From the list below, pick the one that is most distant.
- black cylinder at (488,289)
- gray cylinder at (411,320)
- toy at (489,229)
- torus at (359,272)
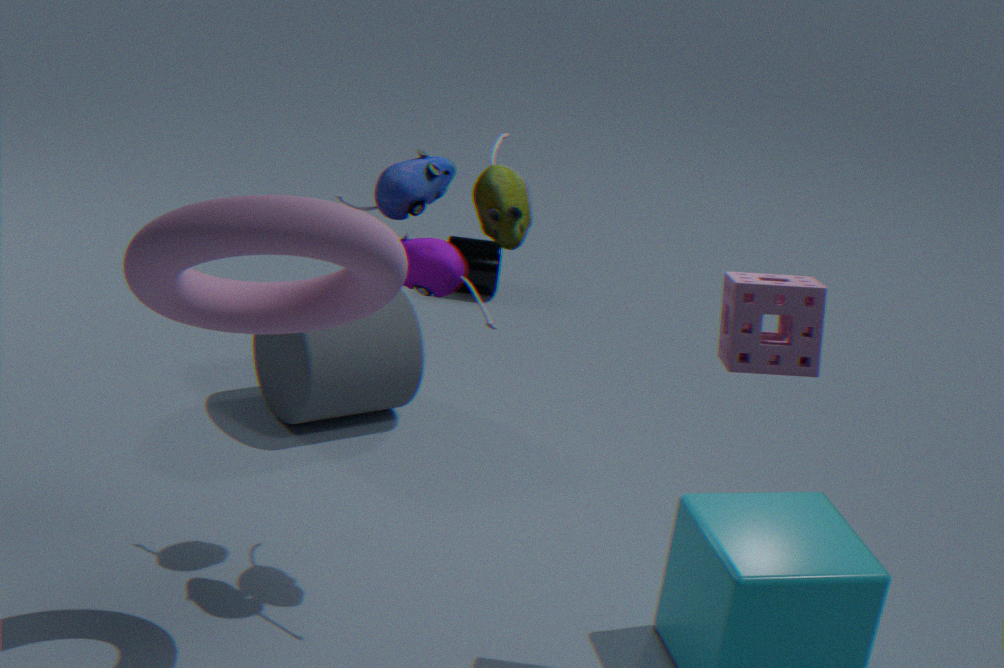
black cylinder at (488,289)
